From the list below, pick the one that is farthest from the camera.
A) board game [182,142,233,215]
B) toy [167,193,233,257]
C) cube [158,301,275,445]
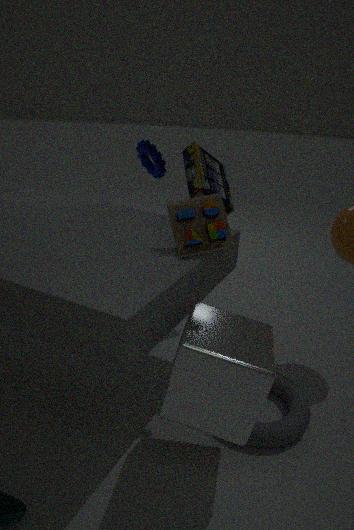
board game [182,142,233,215]
